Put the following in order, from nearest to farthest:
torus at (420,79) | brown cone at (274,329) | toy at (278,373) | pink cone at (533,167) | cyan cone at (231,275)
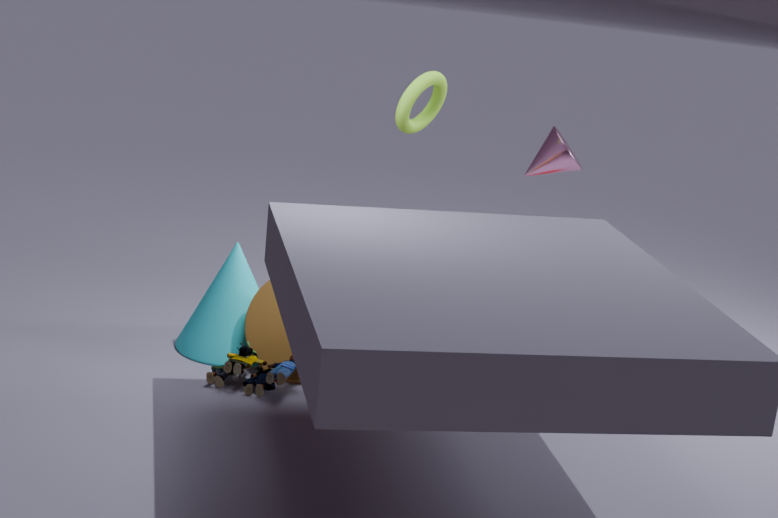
toy at (278,373) → brown cone at (274,329) → torus at (420,79) → cyan cone at (231,275) → pink cone at (533,167)
